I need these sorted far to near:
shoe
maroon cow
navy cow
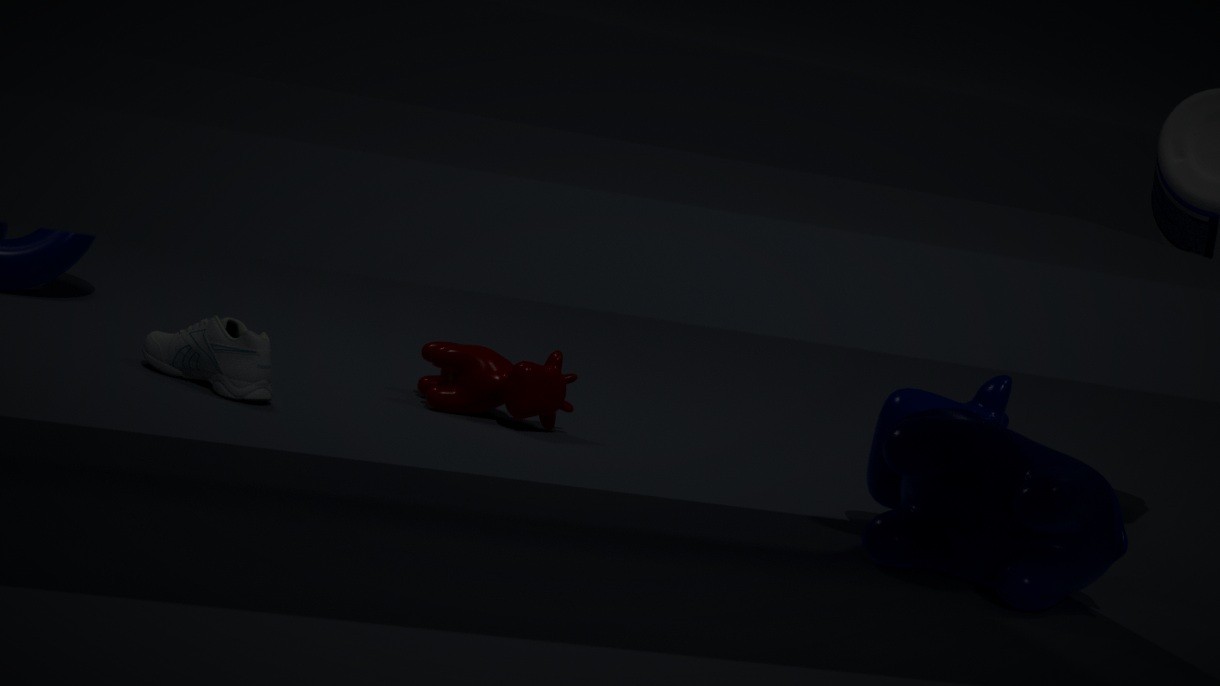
maroon cow, shoe, navy cow
